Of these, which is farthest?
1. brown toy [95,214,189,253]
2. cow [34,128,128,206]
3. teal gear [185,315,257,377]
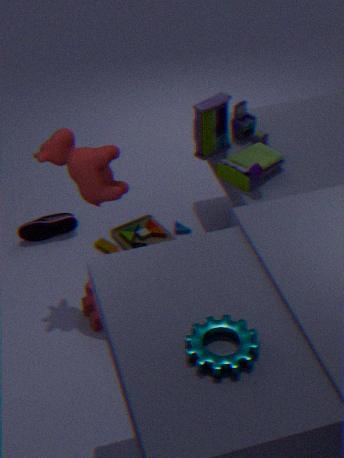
brown toy [95,214,189,253]
